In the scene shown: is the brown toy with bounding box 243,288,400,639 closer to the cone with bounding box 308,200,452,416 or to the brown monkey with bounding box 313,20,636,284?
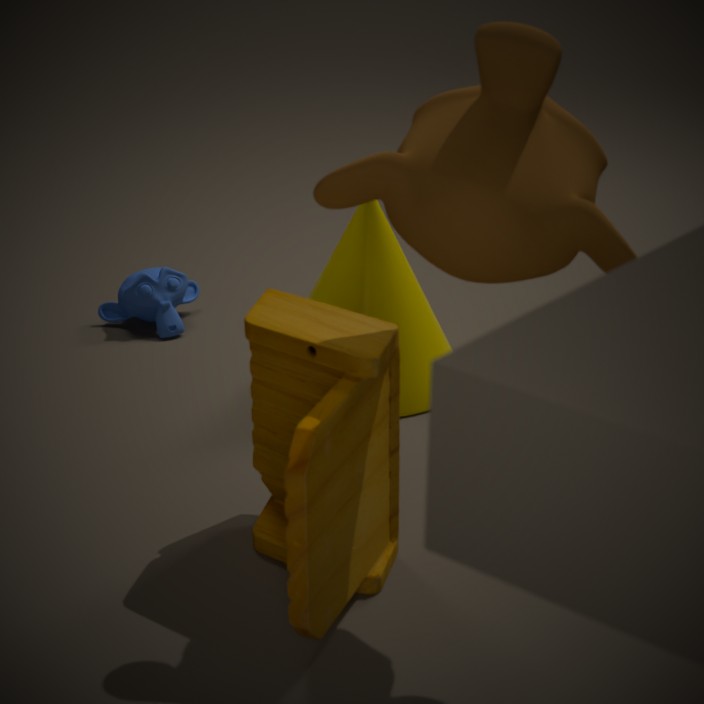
the brown monkey with bounding box 313,20,636,284
